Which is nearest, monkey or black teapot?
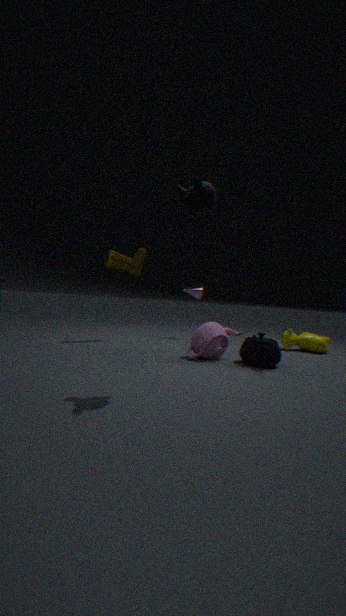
monkey
